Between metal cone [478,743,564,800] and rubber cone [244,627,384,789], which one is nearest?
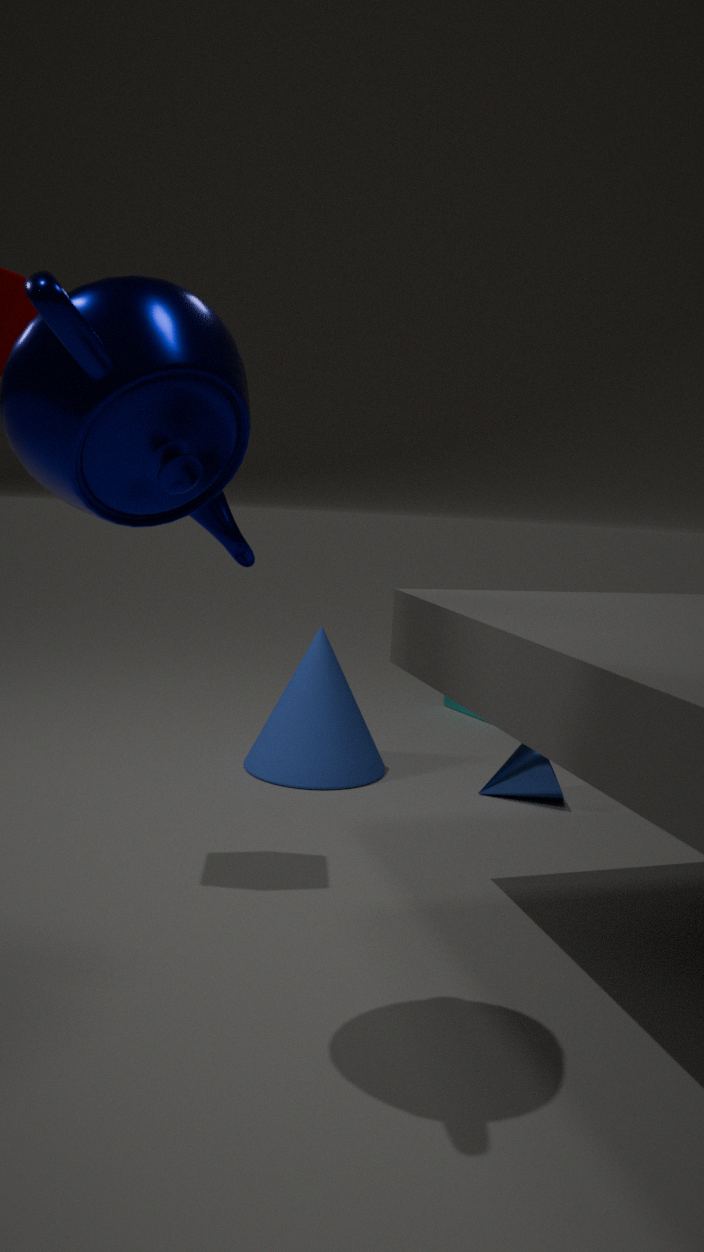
metal cone [478,743,564,800]
